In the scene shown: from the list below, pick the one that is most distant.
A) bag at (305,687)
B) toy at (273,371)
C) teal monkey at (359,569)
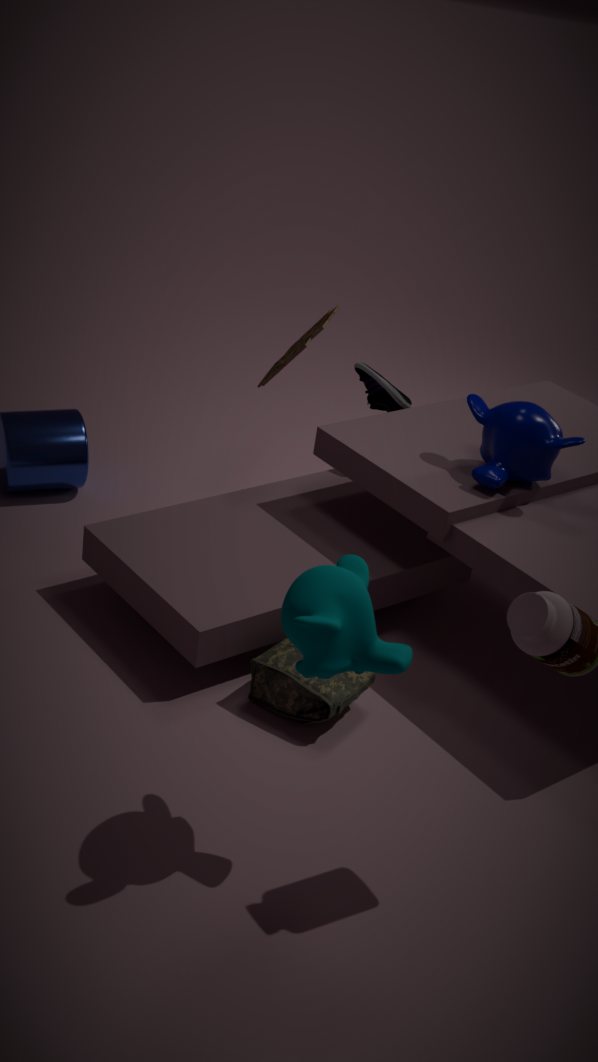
toy at (273,371)
